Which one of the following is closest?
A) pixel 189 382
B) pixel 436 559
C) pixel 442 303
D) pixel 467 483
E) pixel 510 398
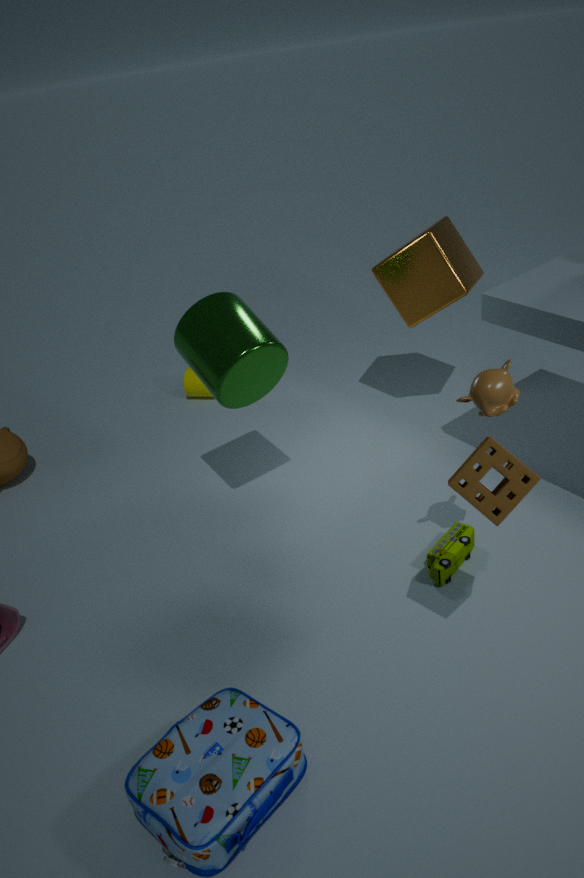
pixel 467 483
